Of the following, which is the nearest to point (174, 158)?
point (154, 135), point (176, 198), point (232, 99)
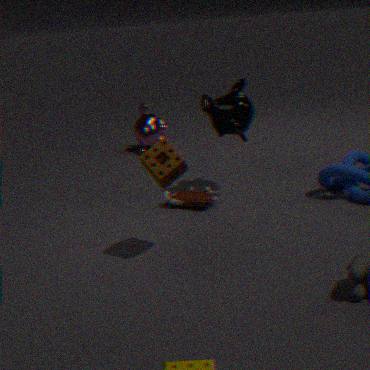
point (176, 198)
